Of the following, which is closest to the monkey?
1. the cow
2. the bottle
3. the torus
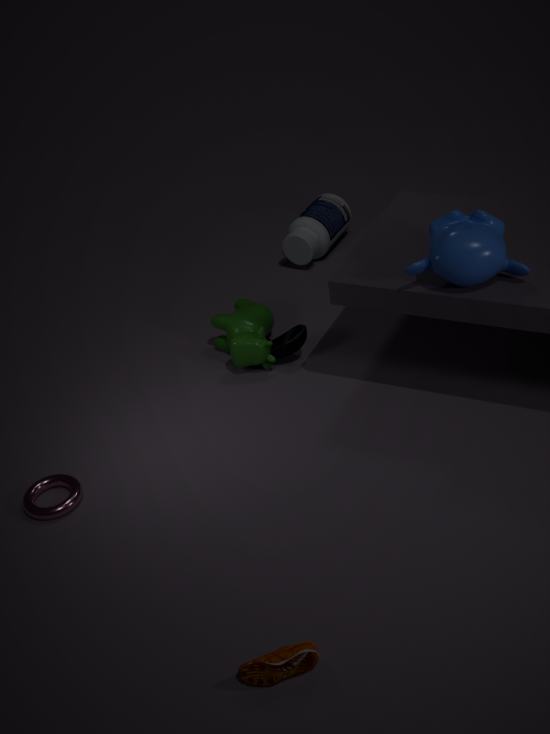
the cow
